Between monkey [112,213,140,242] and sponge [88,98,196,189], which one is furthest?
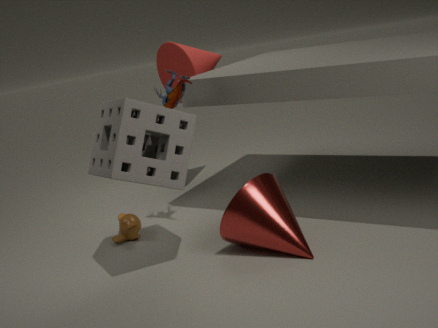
monkey [112,213,140,242]
